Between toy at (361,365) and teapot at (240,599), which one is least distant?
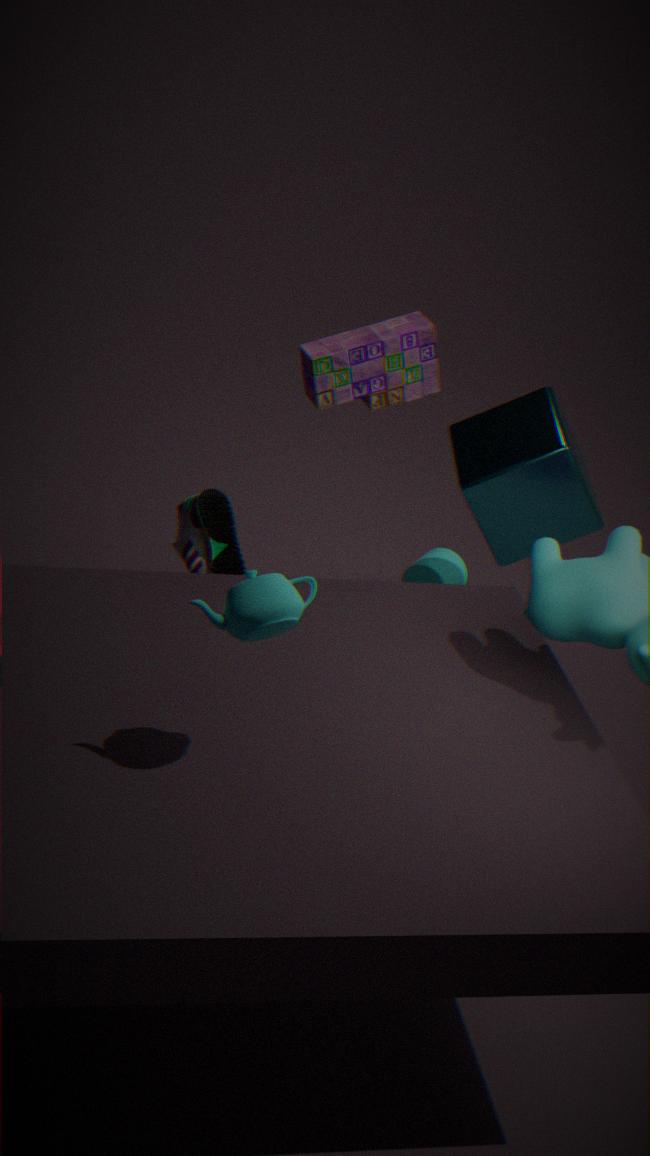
teapot at (240,599)
